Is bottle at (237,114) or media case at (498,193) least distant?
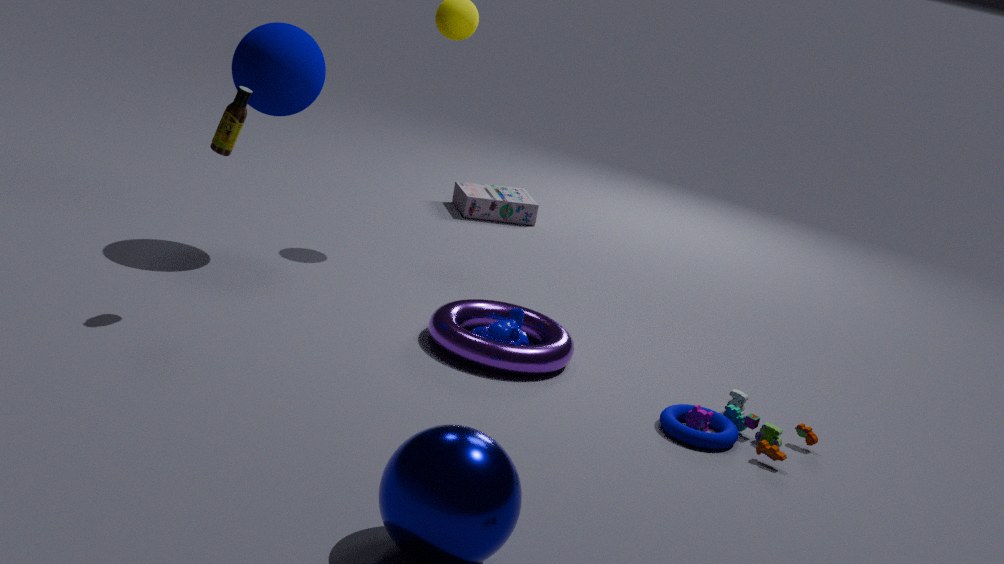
bottle at (237,114)
